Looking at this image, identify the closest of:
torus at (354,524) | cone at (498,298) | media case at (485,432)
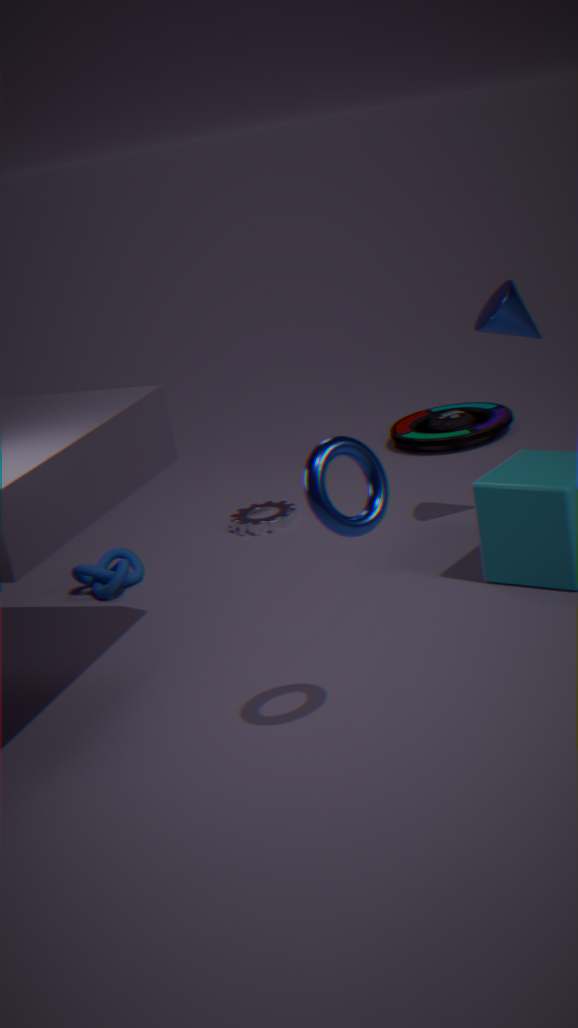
torus at (354,524)
